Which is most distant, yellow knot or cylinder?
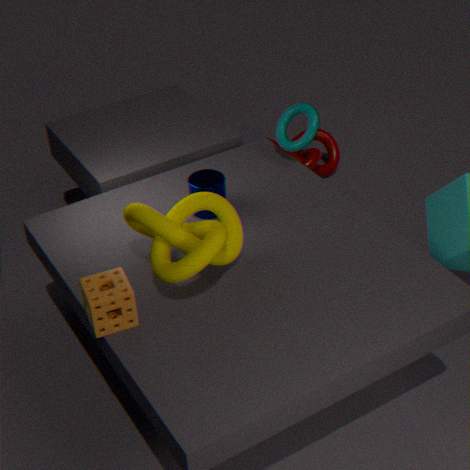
cylinder
